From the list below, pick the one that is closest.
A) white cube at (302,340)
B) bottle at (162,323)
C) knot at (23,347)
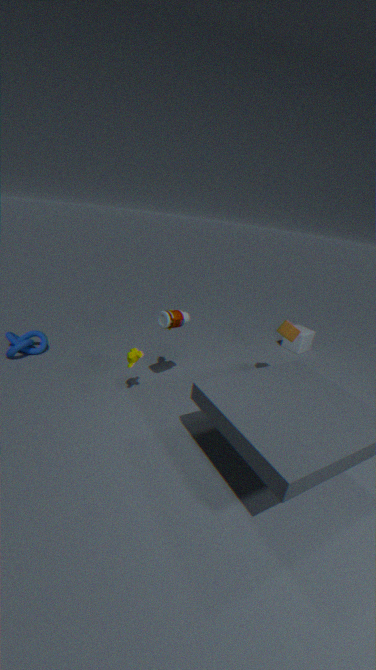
bottle at (162,323)
